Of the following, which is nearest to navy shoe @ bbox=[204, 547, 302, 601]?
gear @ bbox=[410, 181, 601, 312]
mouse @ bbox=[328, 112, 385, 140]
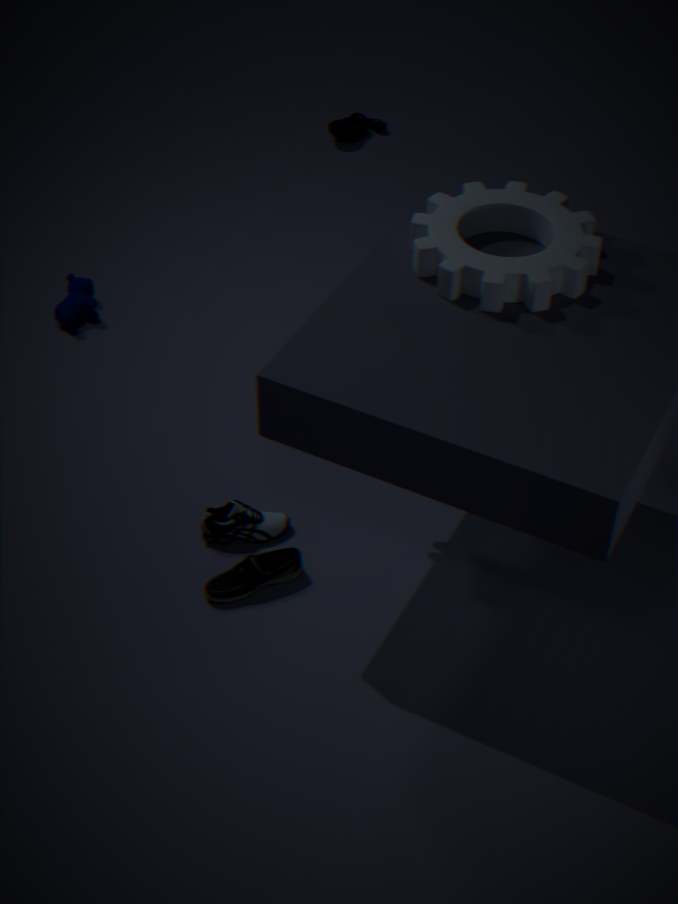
gear @ bbox=[410, 181, 601, 312]
